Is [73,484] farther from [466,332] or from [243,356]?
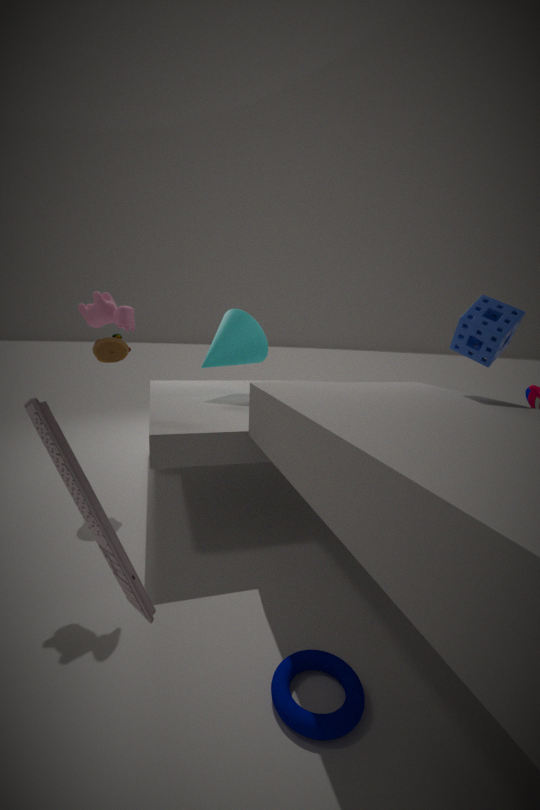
[243,356]
